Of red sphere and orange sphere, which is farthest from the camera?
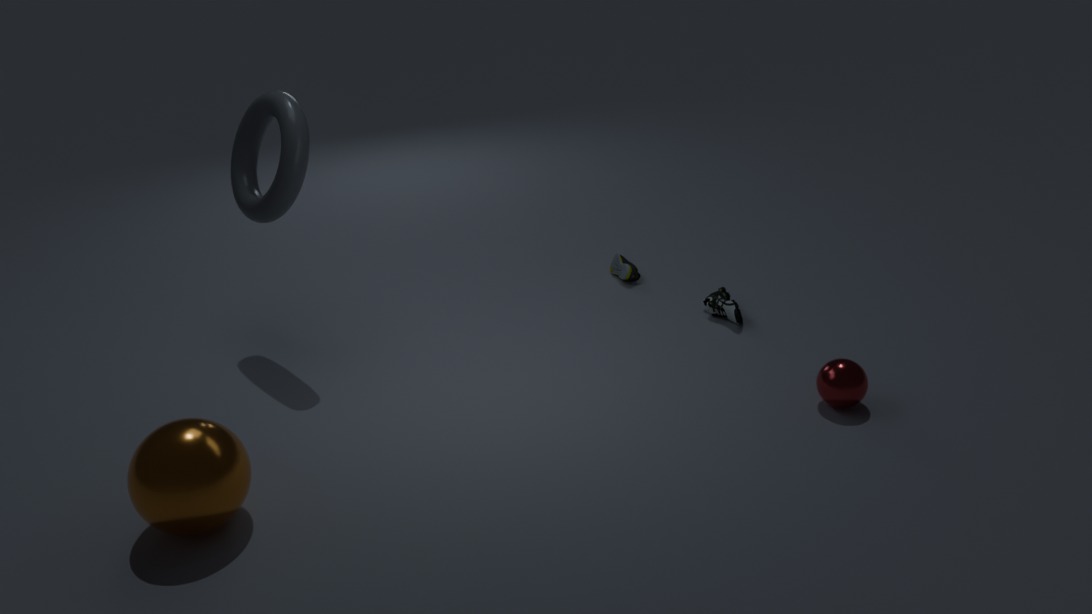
red sphere
